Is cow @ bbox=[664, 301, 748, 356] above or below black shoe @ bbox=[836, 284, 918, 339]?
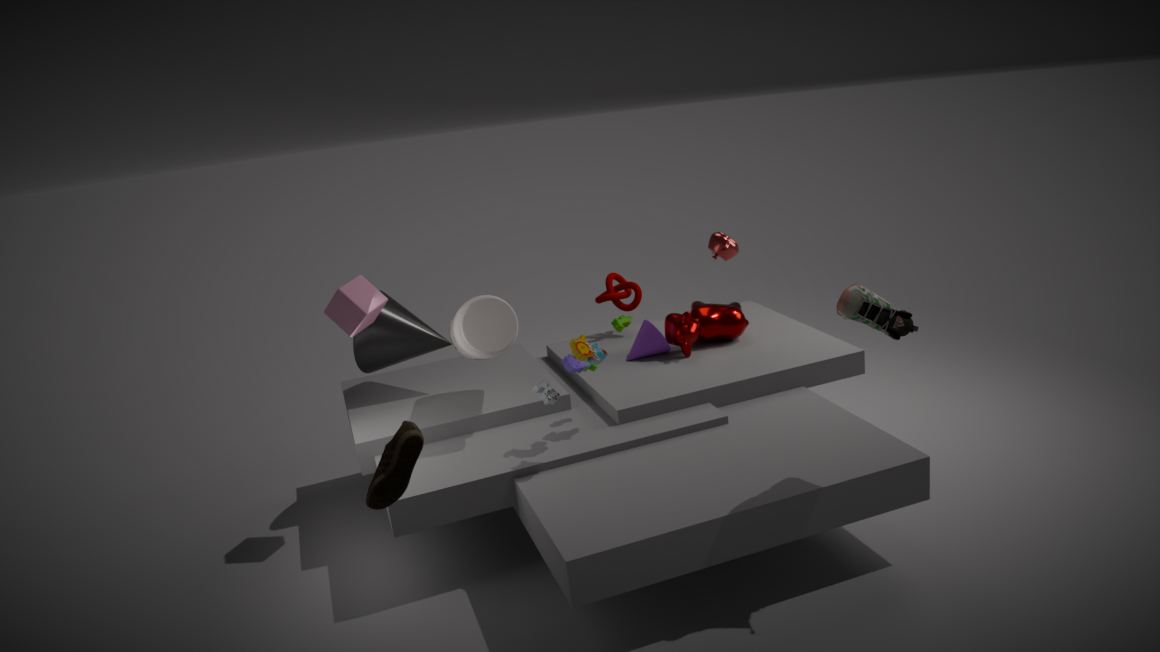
below
